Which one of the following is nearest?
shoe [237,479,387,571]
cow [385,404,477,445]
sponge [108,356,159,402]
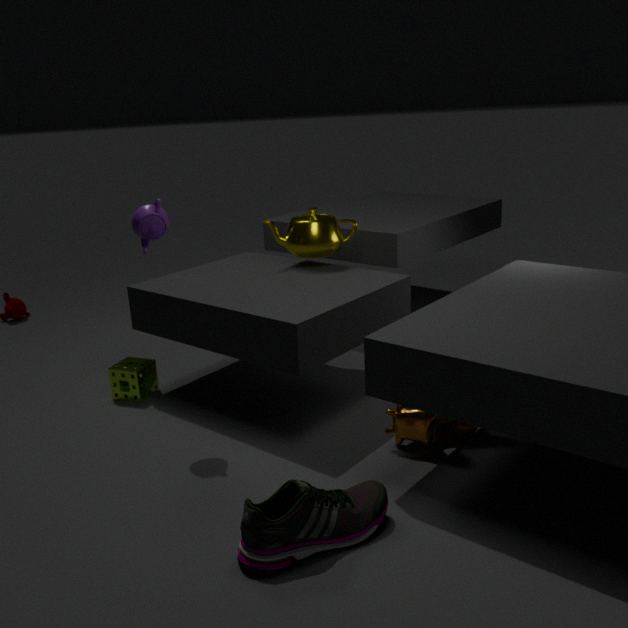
shoe [237,479,387,571]
